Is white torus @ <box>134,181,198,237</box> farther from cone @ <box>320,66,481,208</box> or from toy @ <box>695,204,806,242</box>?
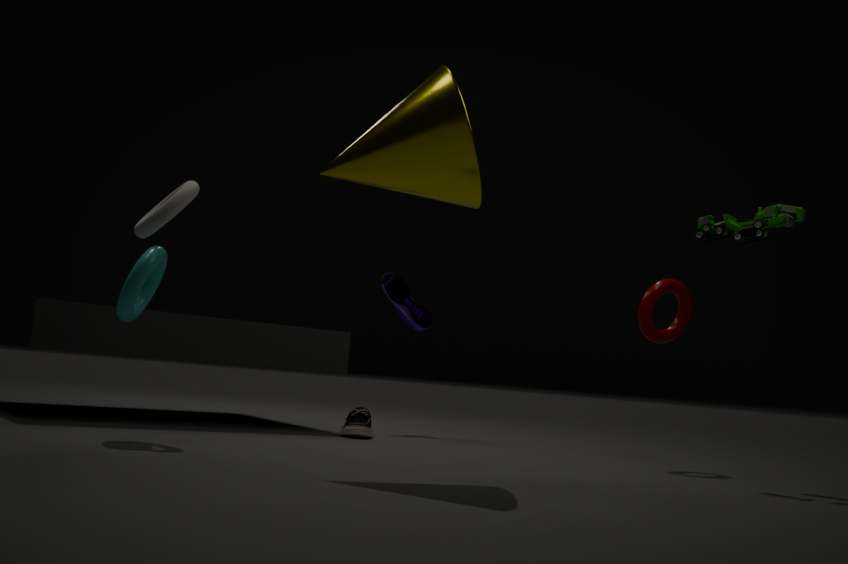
toy @ <box>695,204,806,242</box>
